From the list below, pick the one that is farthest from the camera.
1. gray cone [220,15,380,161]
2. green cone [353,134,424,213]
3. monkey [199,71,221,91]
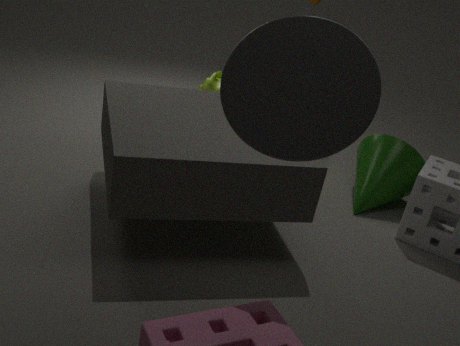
monkey [199,71,221,91]
